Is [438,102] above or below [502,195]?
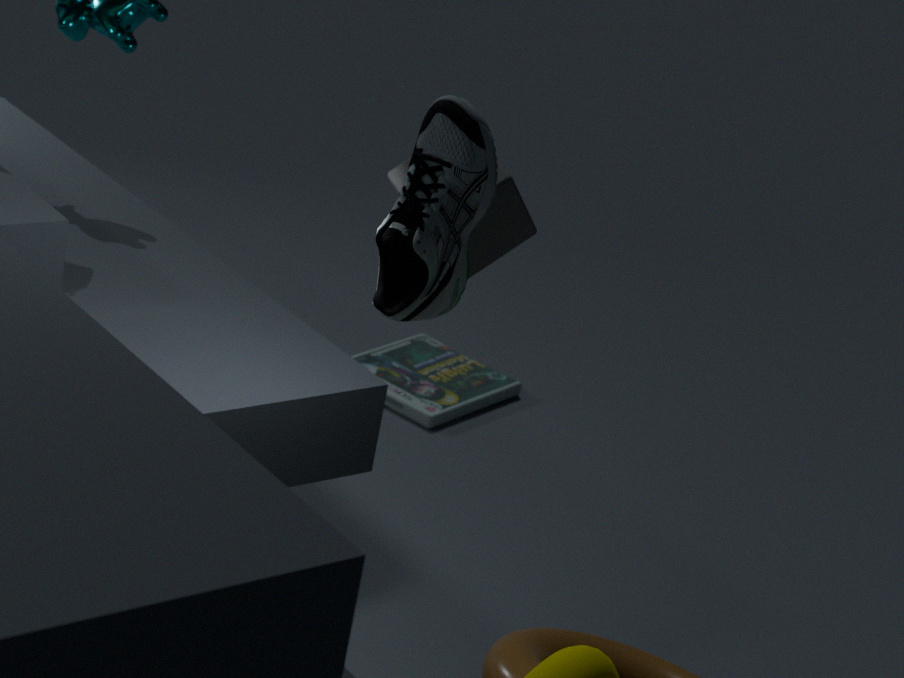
above
